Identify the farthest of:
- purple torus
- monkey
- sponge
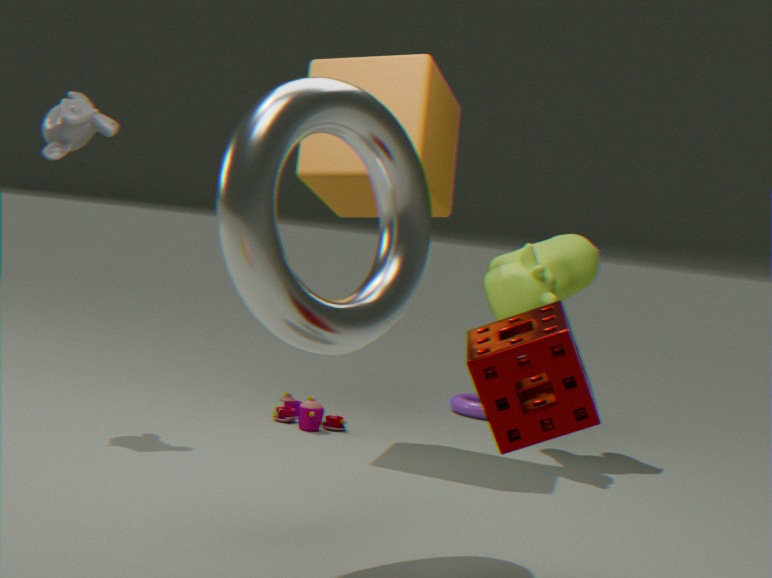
purple torus
